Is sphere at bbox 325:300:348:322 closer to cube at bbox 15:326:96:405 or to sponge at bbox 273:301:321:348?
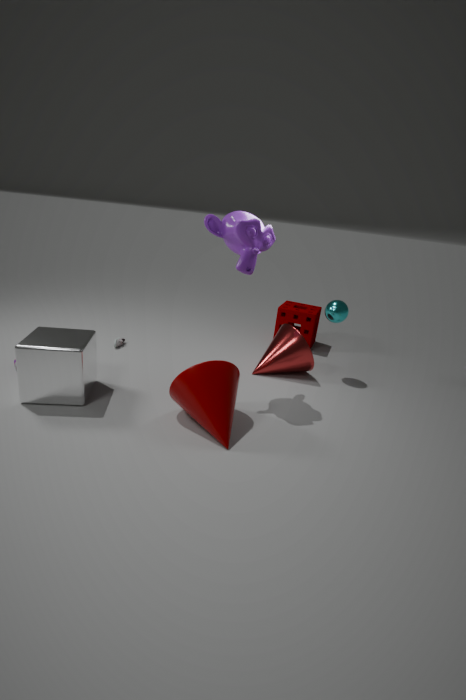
sponge at bbox 273:301:321:348
